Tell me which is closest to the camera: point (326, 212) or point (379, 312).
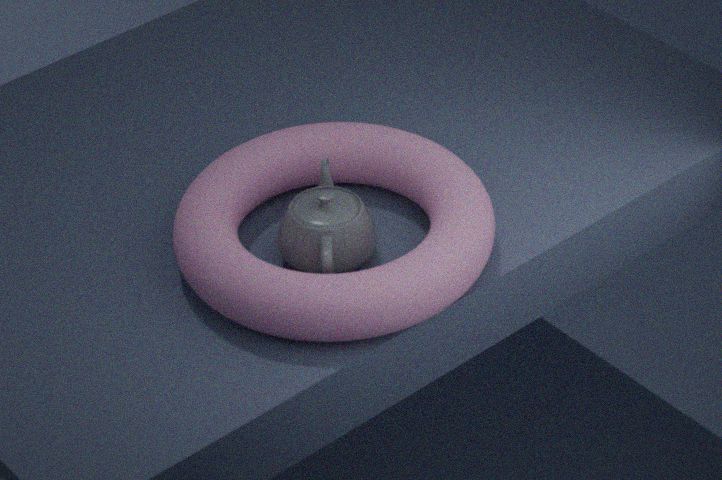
point (379, 312)
